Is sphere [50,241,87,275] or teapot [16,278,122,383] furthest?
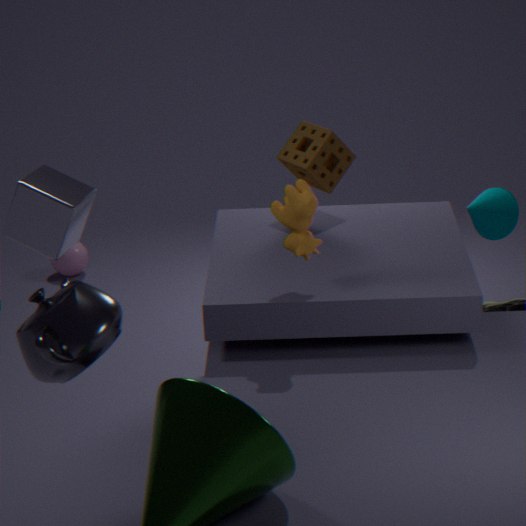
sphere [50,241,87,275]
